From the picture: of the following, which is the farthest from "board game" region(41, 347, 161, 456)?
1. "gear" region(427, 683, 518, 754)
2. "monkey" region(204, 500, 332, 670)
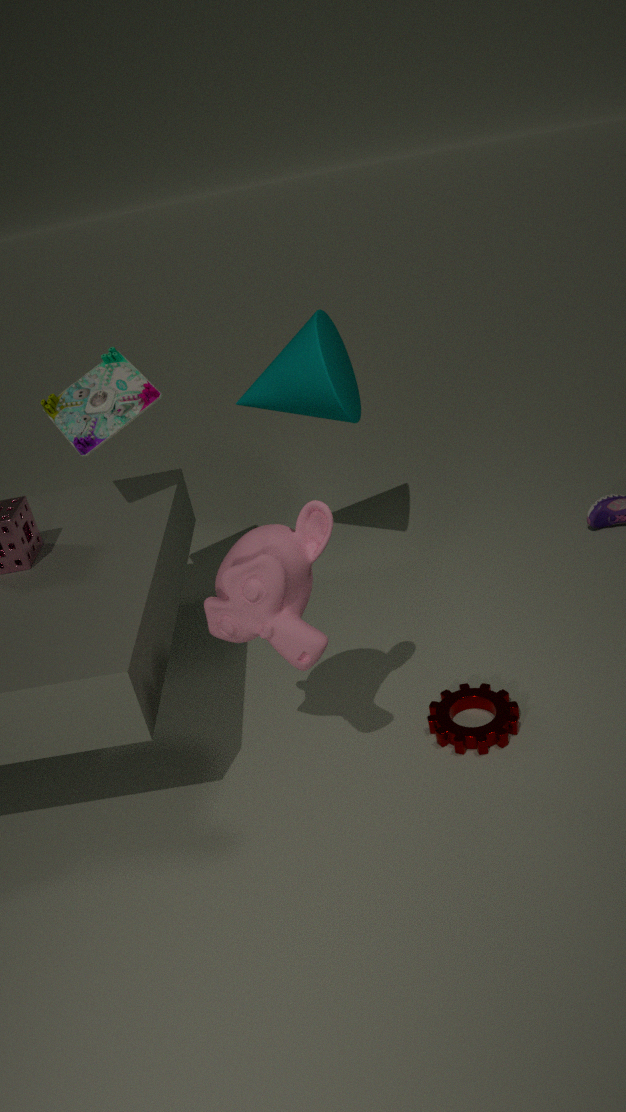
"gear" region(427, 683, 518, 754)
